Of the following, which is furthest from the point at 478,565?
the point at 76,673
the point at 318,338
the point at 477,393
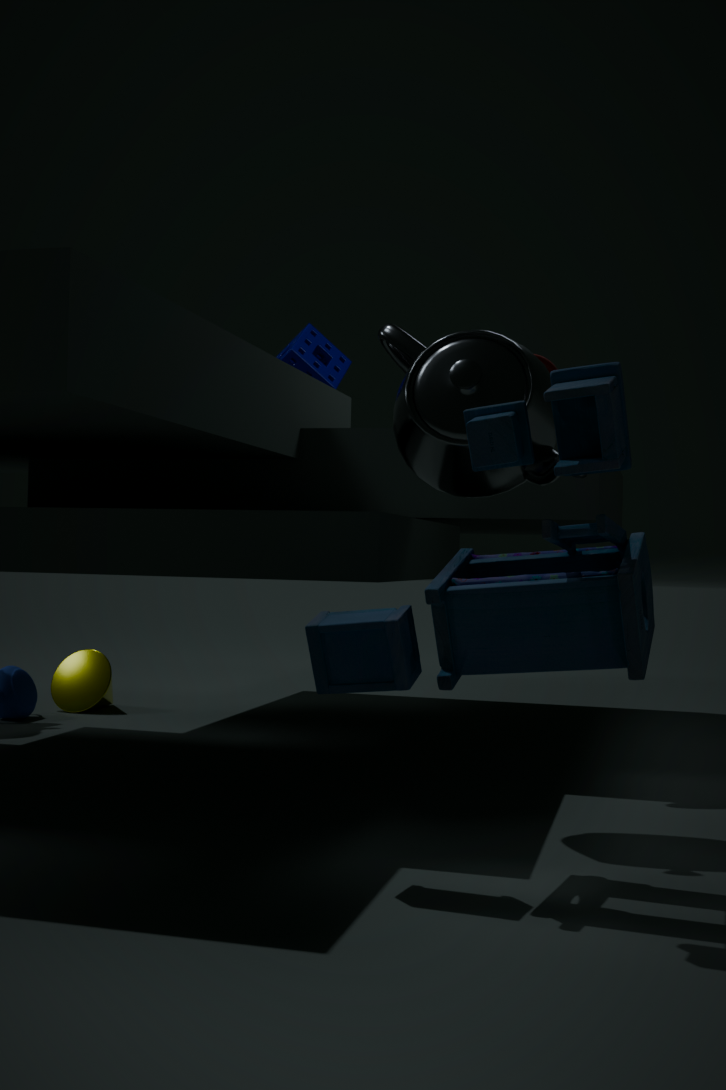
the point at 76,673
